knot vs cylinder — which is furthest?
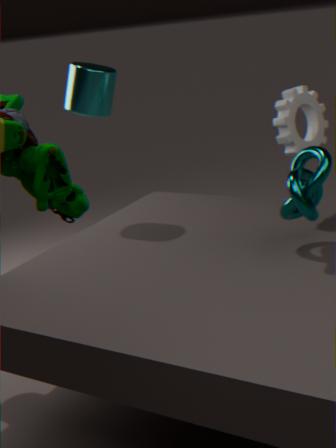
cylinder
